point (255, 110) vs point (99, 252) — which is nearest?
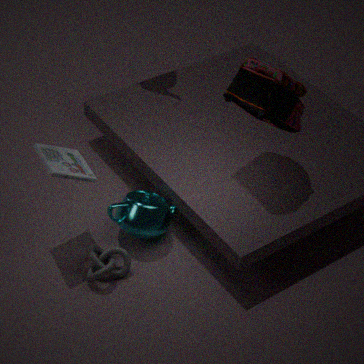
point (255, 110)
